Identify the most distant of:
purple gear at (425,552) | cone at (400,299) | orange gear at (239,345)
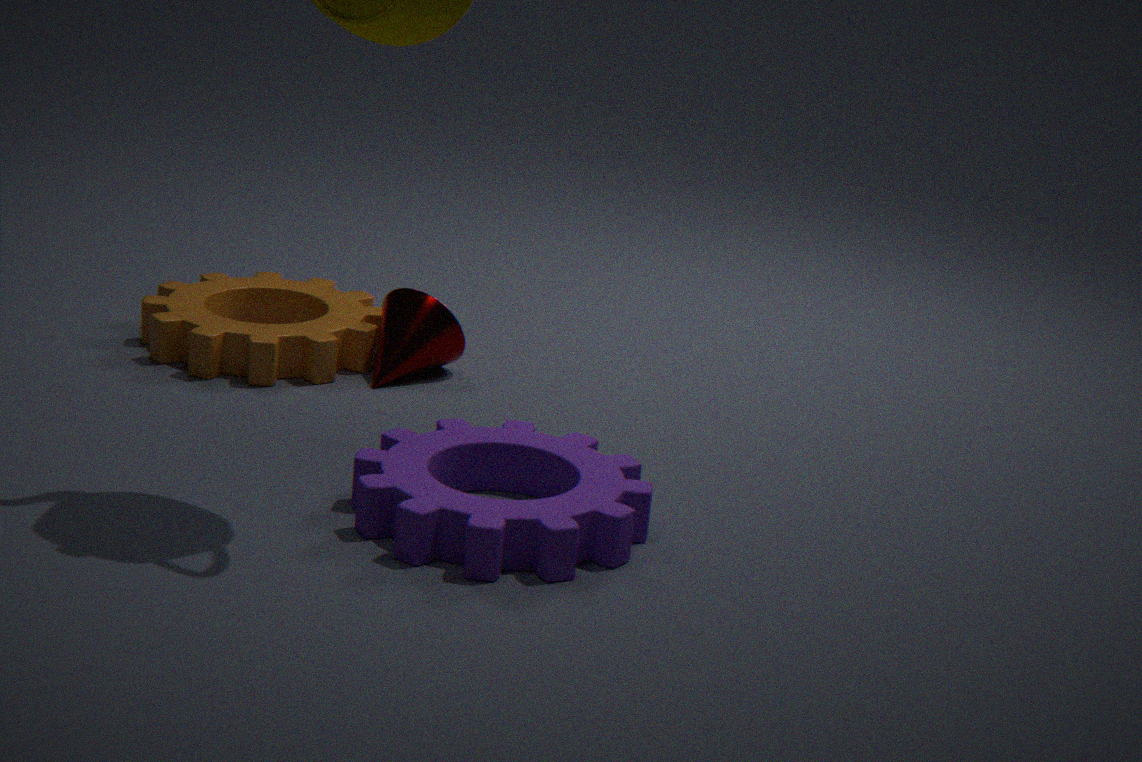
cone at (400,299)
